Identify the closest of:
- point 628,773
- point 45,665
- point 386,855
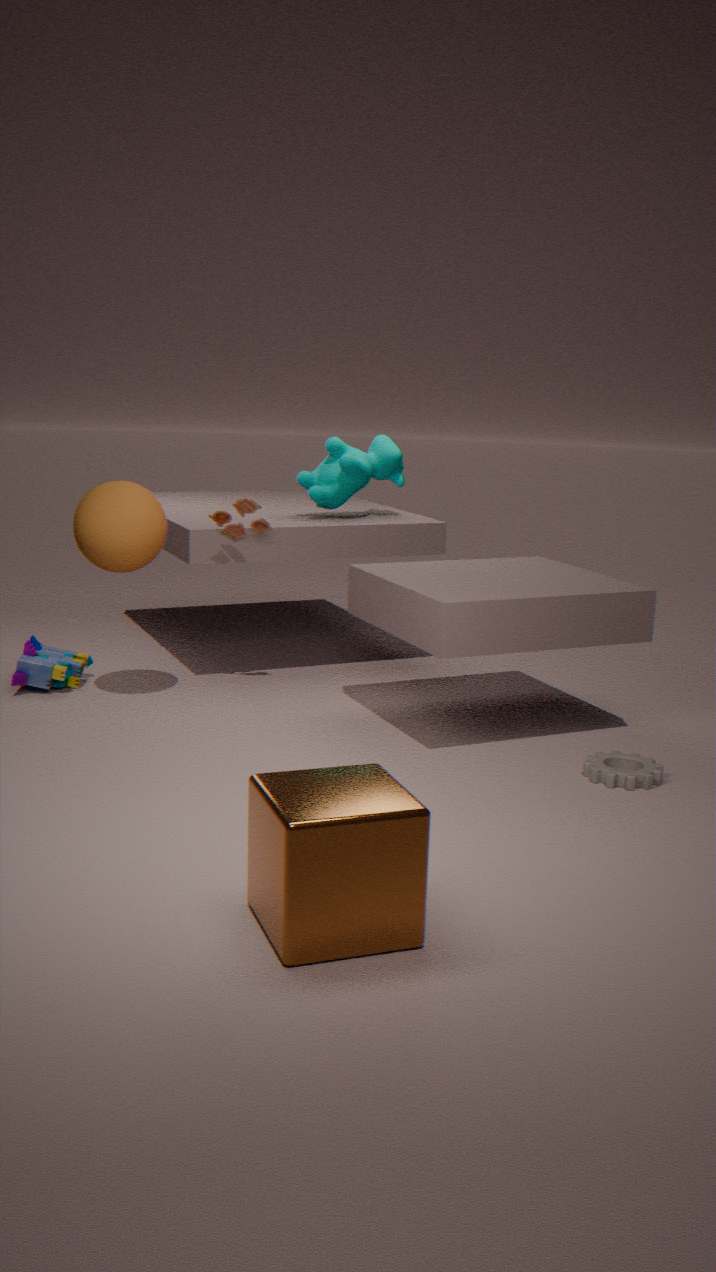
point 386,855
